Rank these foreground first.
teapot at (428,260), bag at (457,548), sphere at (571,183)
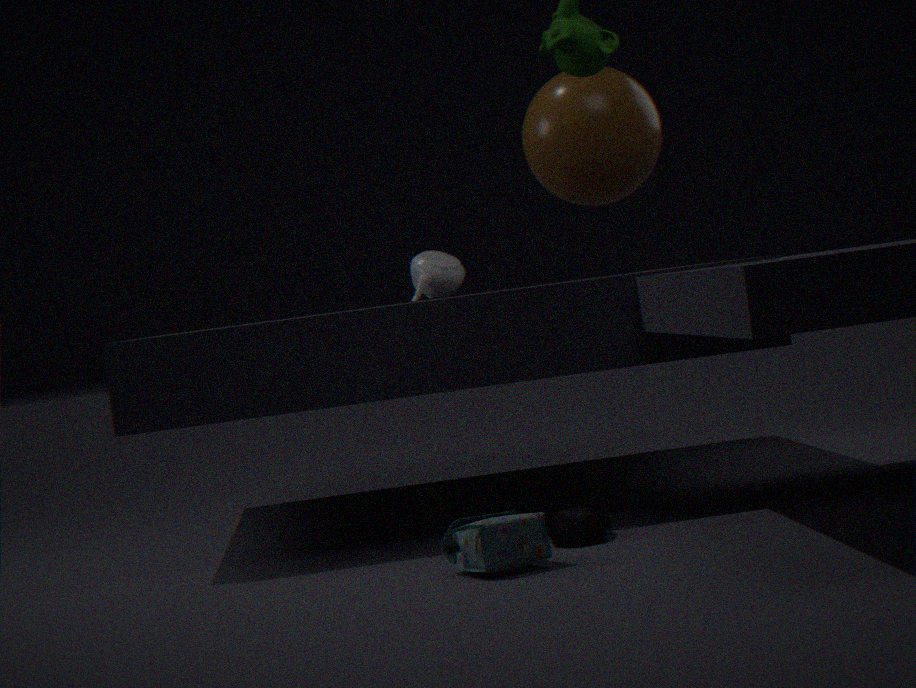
1. bag at (457,548)
2. sphere at (571,183)
3. teapot at (428,260)
